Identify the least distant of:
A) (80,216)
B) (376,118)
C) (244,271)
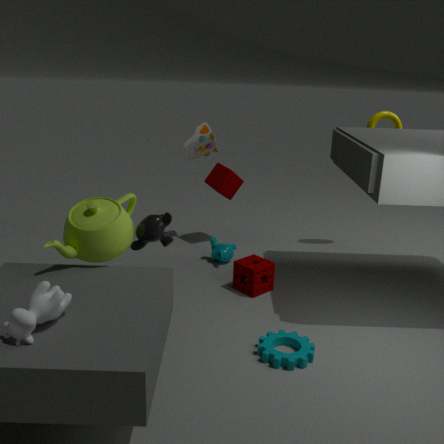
(80,216)
